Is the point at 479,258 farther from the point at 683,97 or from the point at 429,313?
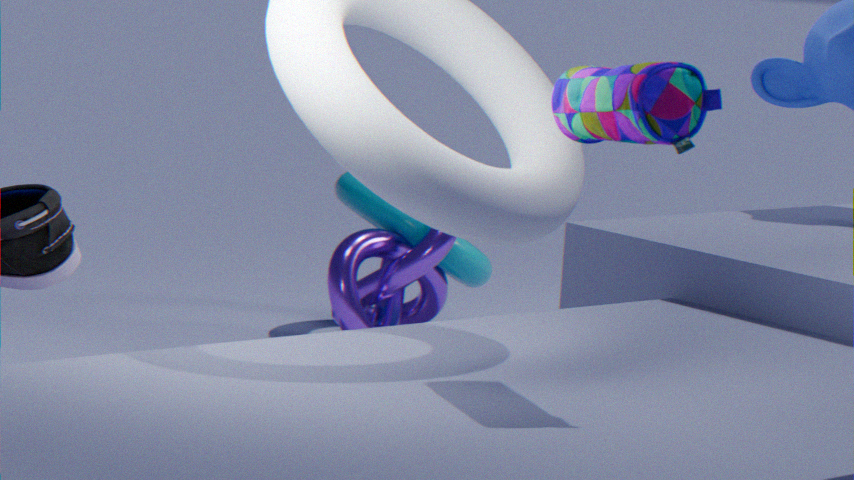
the point at 683,97
